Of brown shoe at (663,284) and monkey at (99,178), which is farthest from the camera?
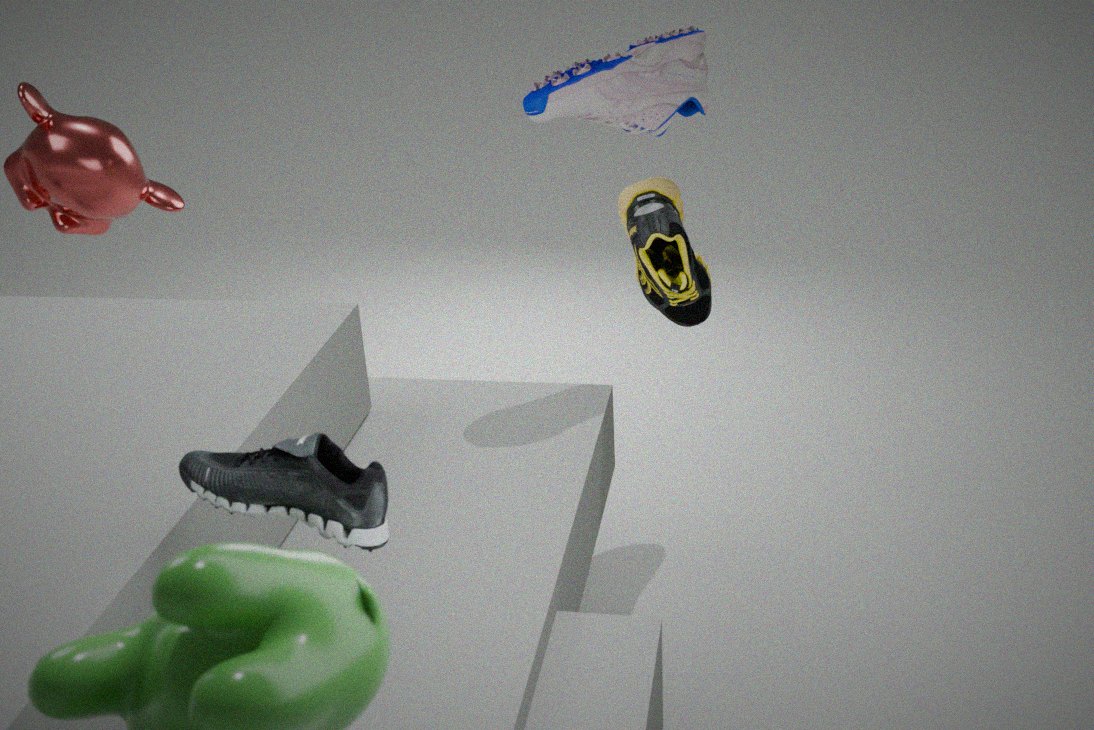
monkey at (99,178)
